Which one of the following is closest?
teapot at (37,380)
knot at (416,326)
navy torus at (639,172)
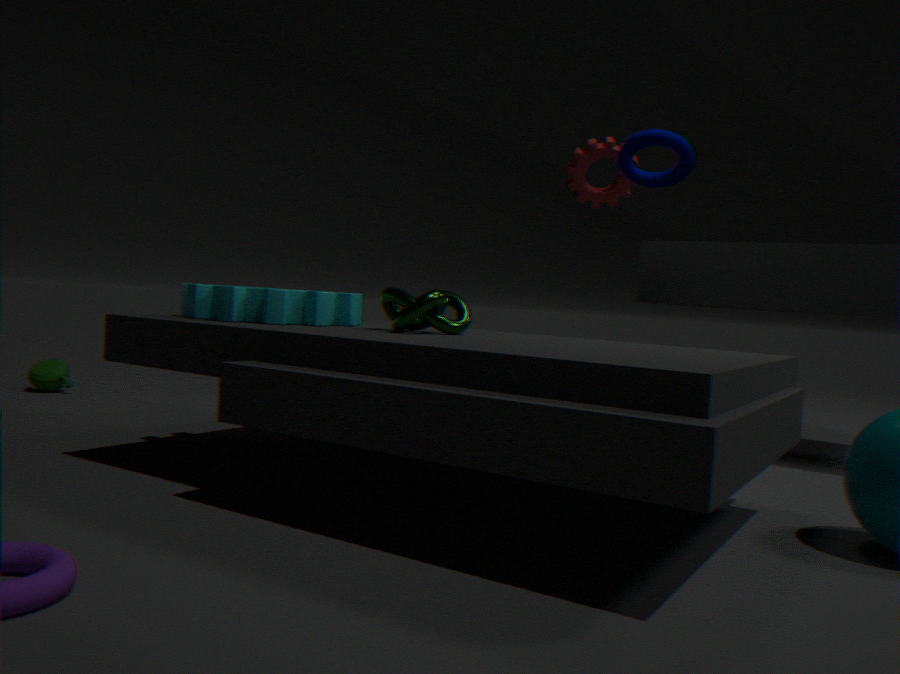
knot at (416,326)
